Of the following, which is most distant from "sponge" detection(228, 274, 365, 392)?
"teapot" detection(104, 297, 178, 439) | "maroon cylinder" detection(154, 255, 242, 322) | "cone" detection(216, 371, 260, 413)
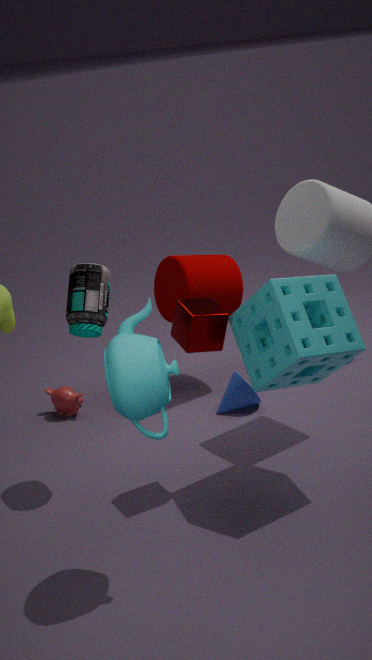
"maroon cylinder" detection(154, 255, 242, 322)
